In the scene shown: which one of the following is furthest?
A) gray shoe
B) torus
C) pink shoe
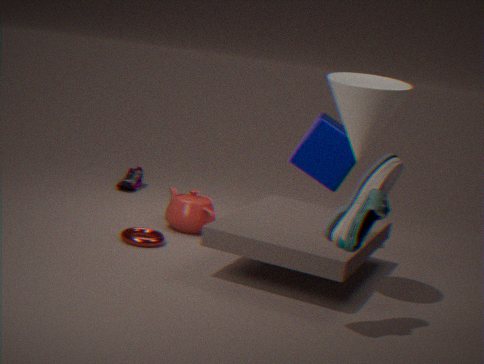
pink shoe
